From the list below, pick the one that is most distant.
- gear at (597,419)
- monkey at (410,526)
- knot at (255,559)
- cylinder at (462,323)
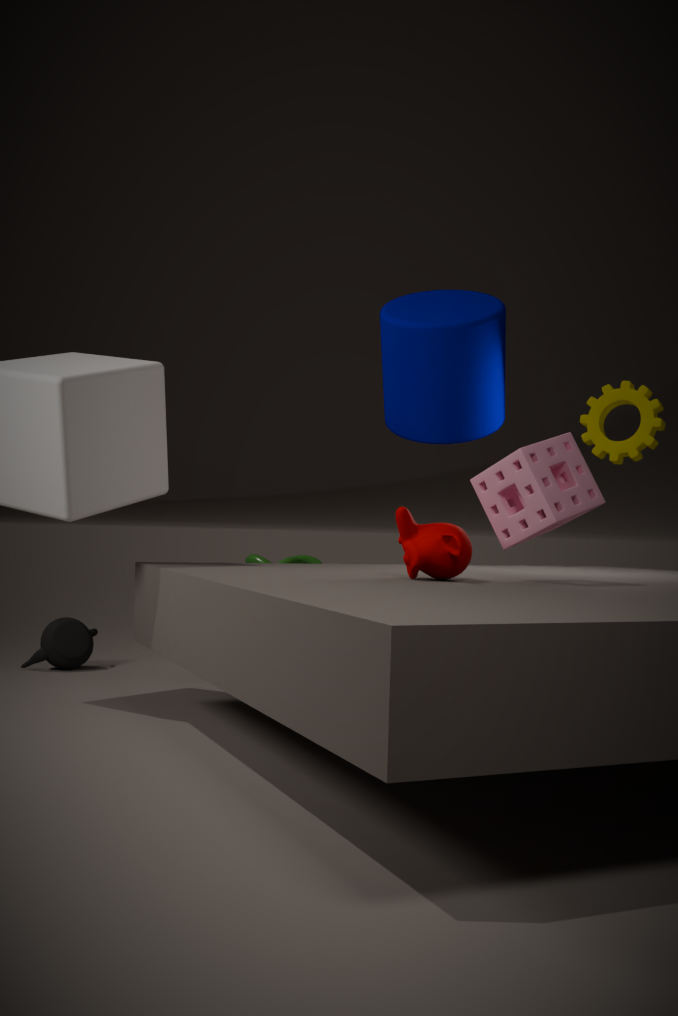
knot at (255,559)
